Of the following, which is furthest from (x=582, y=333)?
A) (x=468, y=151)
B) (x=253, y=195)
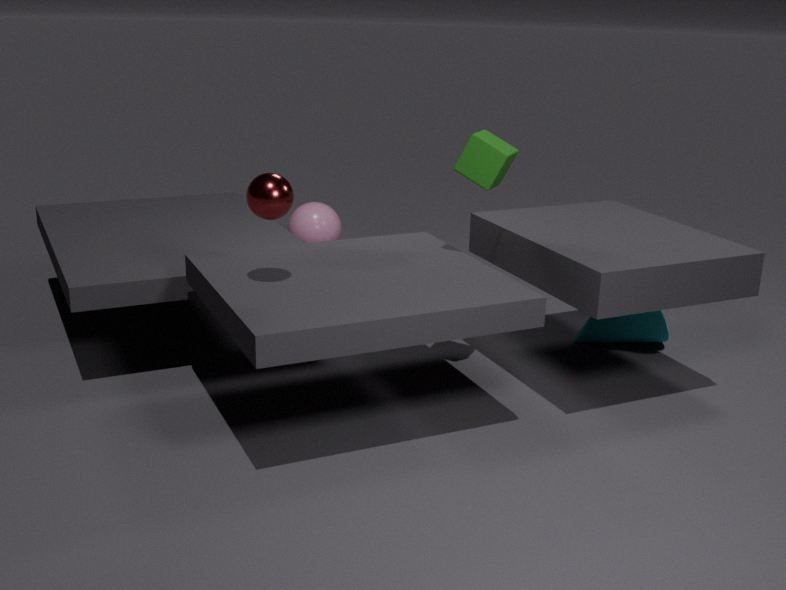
(x=253, y=195)
